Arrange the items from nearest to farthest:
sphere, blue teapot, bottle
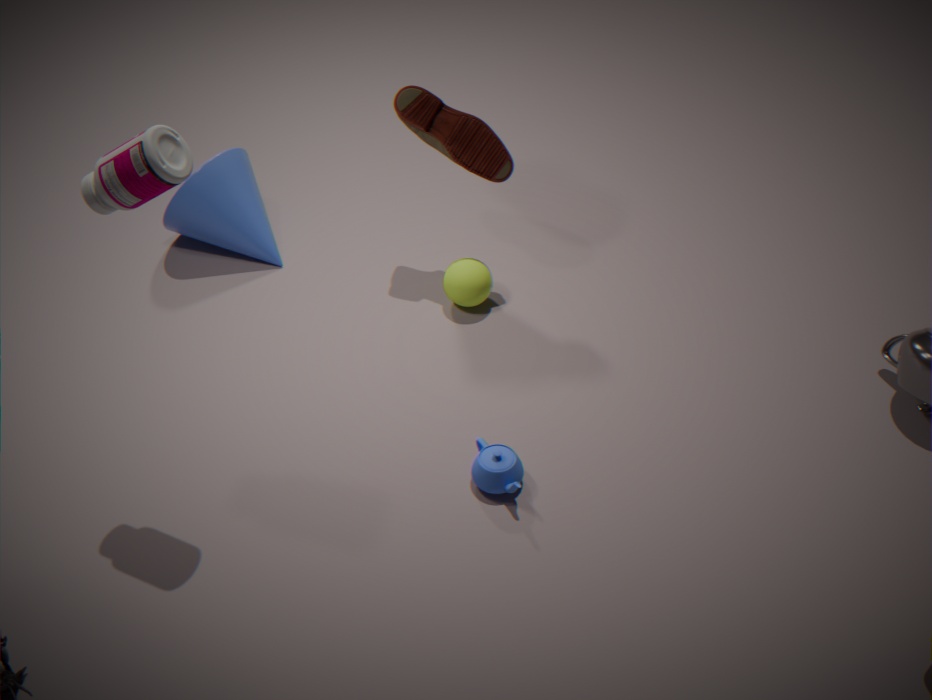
bottle → blue teapot → sphere
